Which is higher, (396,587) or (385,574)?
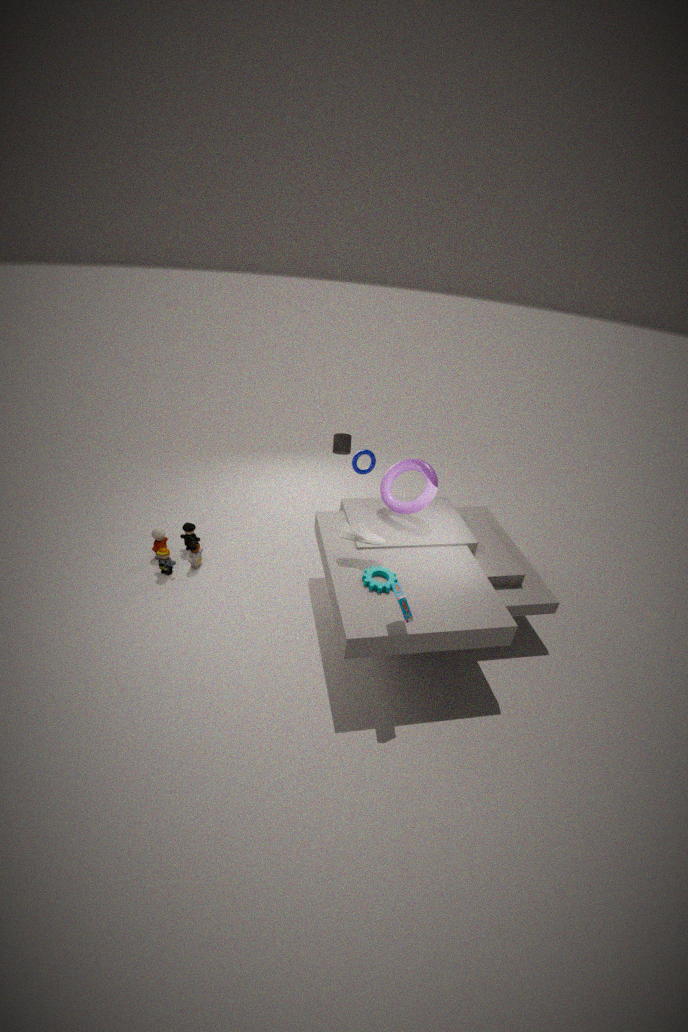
(396,587)
